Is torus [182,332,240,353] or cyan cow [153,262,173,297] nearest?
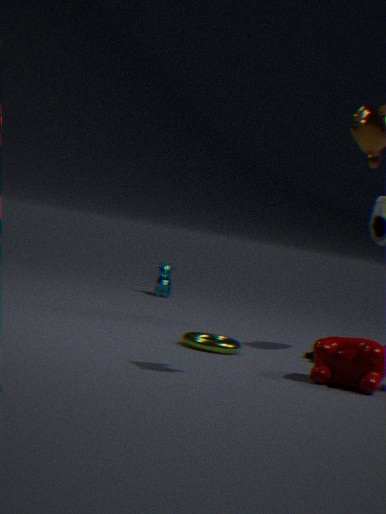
torus [182,332,240,353]
